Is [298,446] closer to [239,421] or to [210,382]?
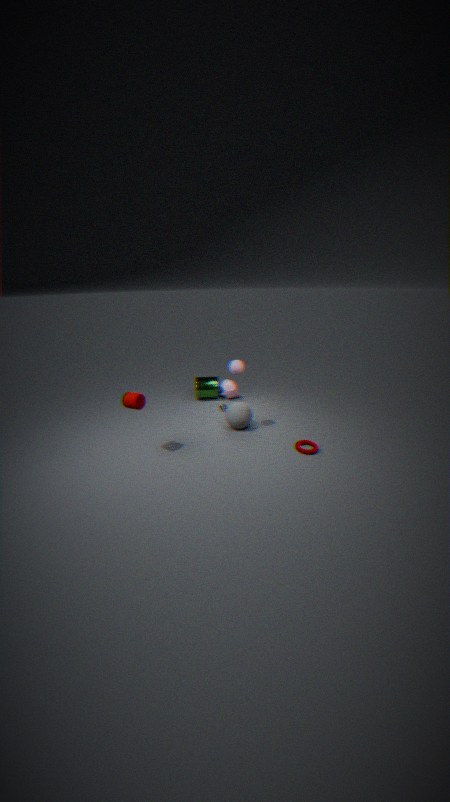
[239,421]
